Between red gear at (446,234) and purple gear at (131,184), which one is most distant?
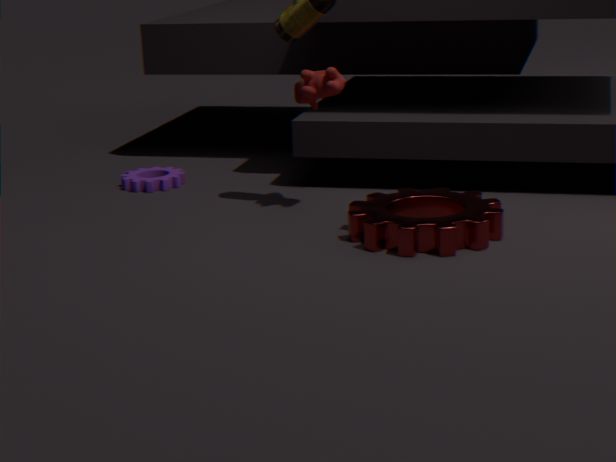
purple gear at (131,184)
